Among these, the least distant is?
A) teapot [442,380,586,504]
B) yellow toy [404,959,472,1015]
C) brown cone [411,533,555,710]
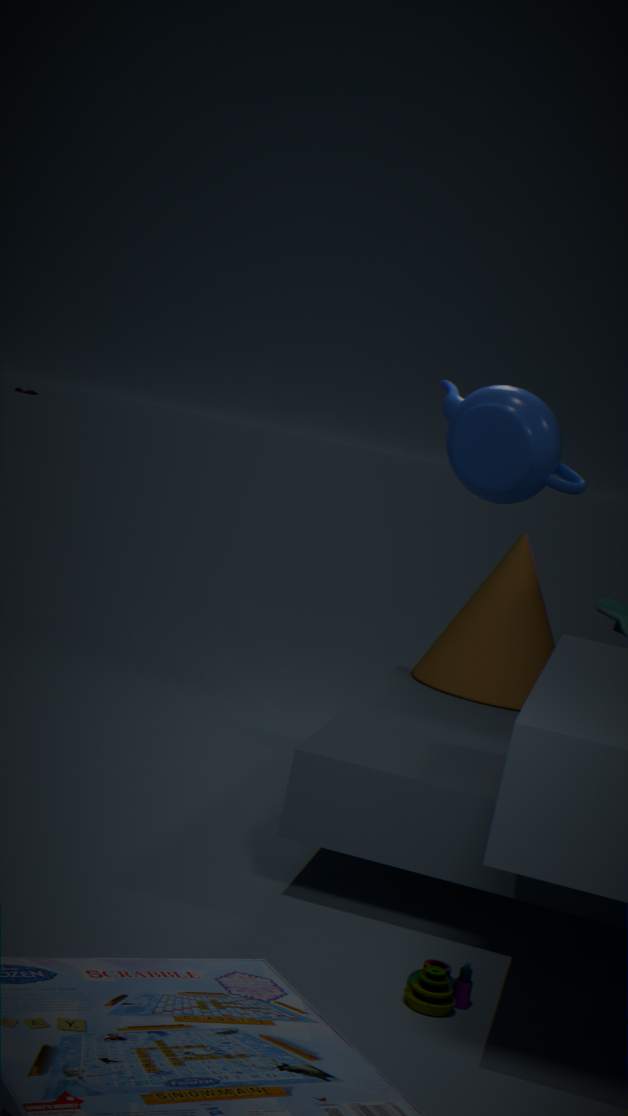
yellow toy [404,959,472,1015]
